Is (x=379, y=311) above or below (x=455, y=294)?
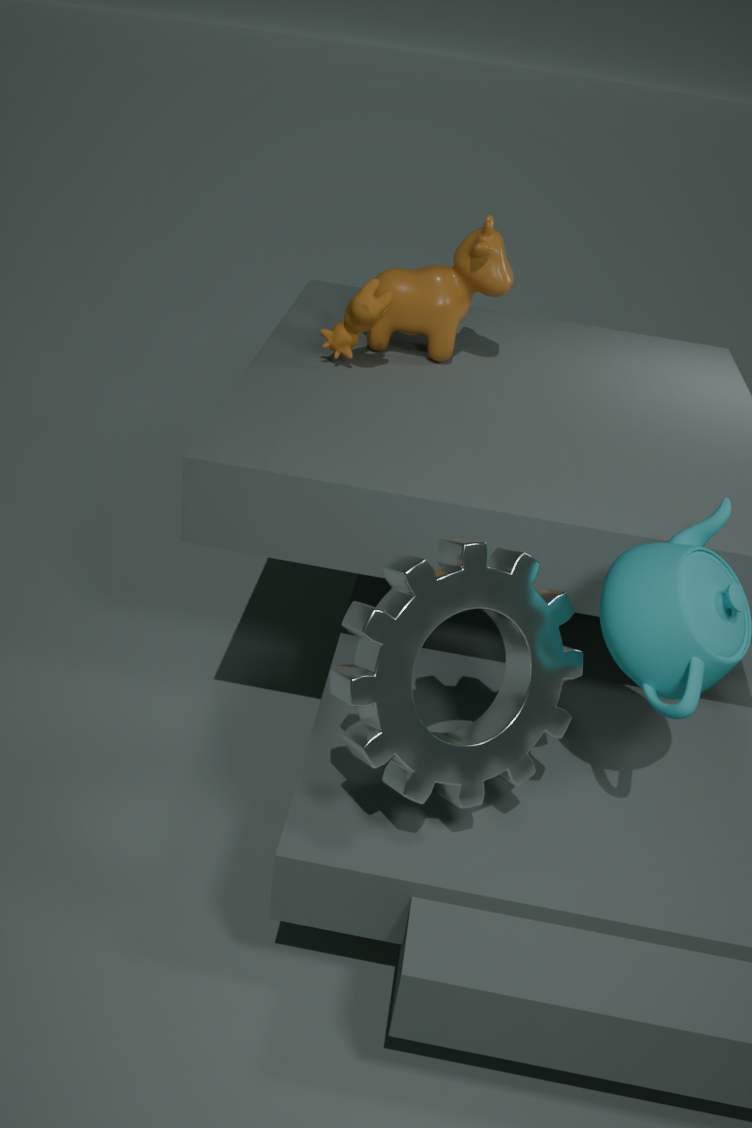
below
